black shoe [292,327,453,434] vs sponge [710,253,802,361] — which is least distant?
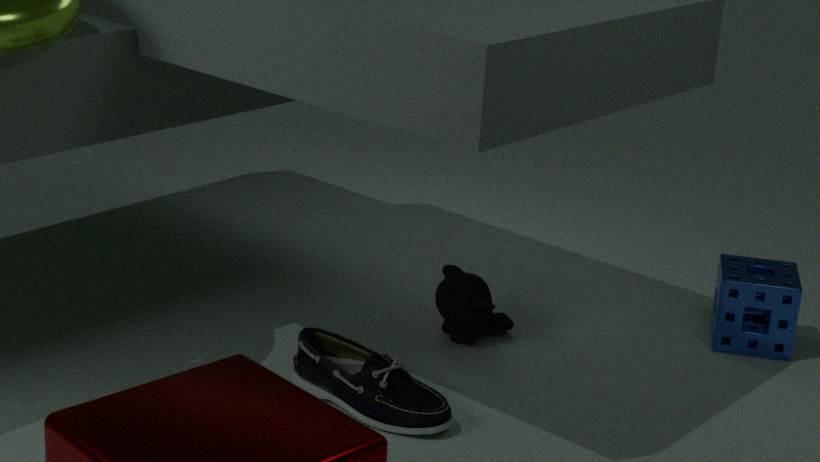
black shoe [292,327,453,434]
